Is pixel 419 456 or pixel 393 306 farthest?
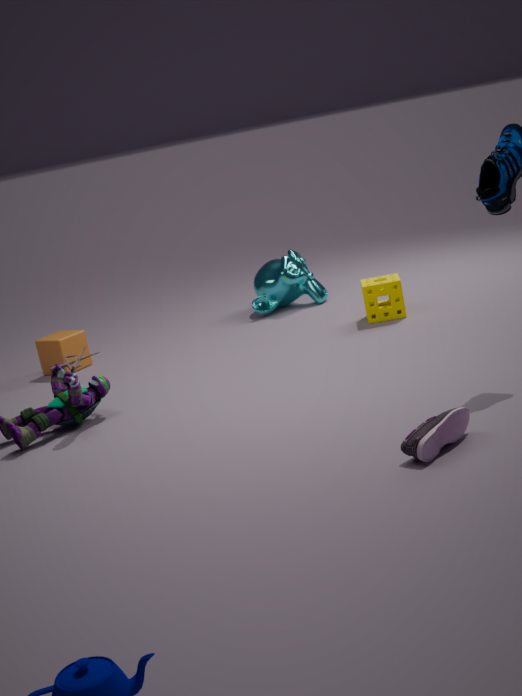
pixel 393 306
